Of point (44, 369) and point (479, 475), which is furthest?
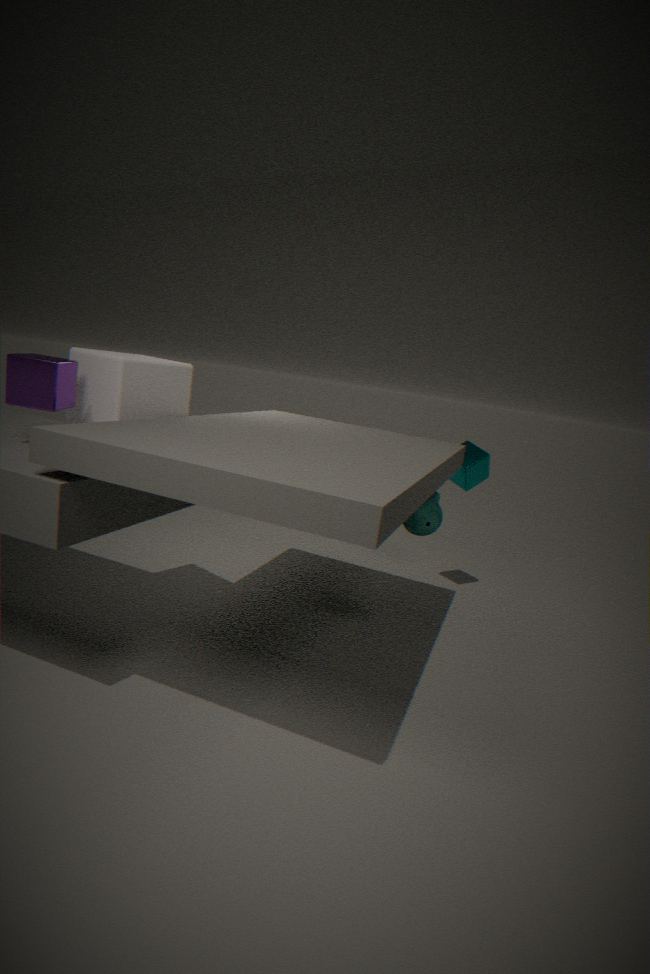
point (479, 475)
